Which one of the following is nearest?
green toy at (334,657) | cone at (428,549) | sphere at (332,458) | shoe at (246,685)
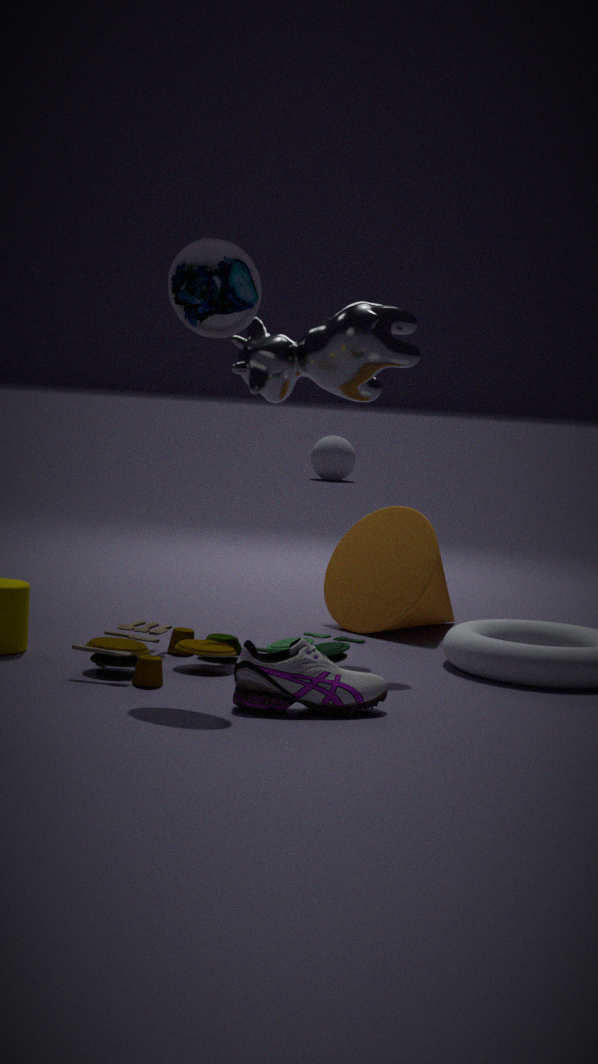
shoe at (246,685)
